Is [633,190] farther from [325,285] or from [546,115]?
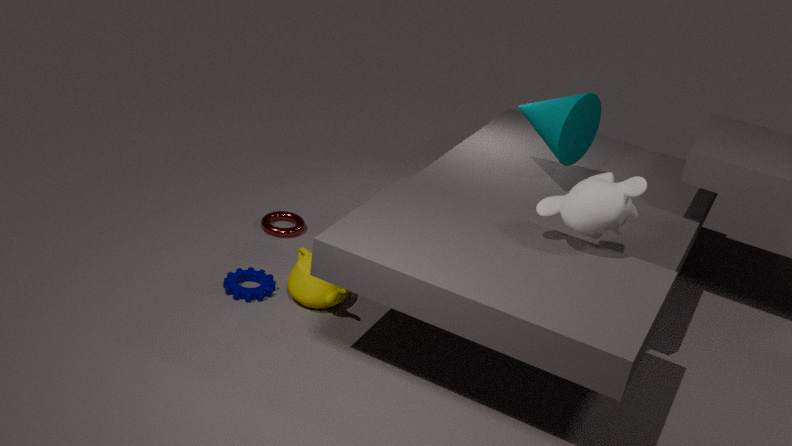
[325,285]
